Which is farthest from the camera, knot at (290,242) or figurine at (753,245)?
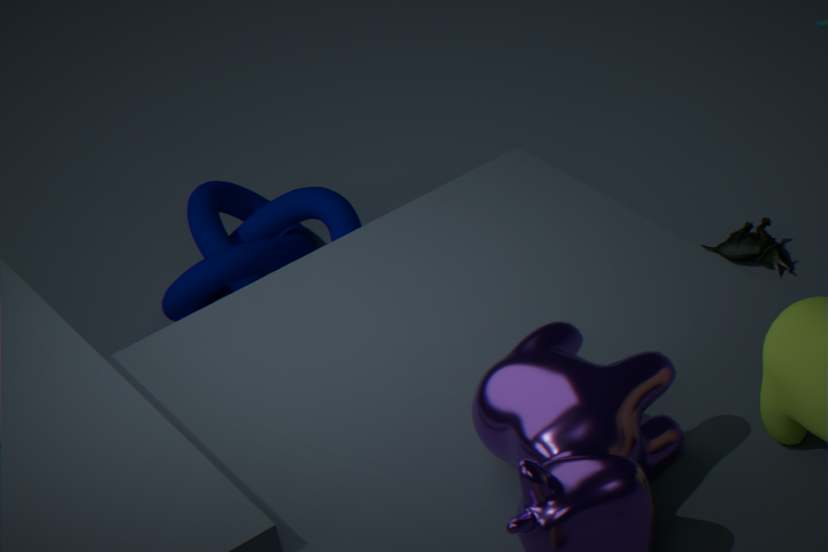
knot at (290,242)
